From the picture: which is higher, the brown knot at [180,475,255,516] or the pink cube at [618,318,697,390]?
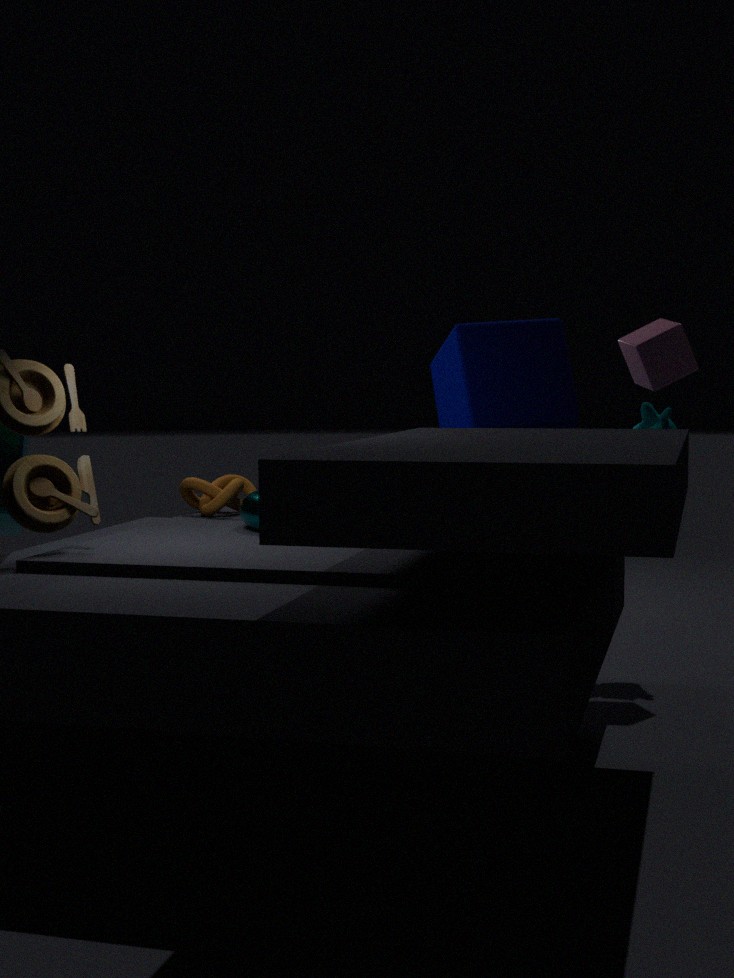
the pink cube at [618,318,697,390]
